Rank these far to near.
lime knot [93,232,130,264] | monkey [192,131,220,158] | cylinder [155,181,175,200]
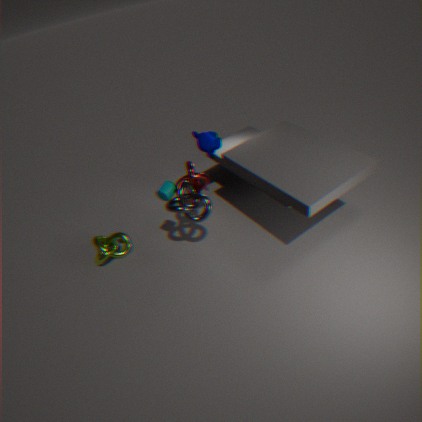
monkey [192,131,220,158] < lime knot [93,232,130,264] < cylinder [155,181,175,200]
